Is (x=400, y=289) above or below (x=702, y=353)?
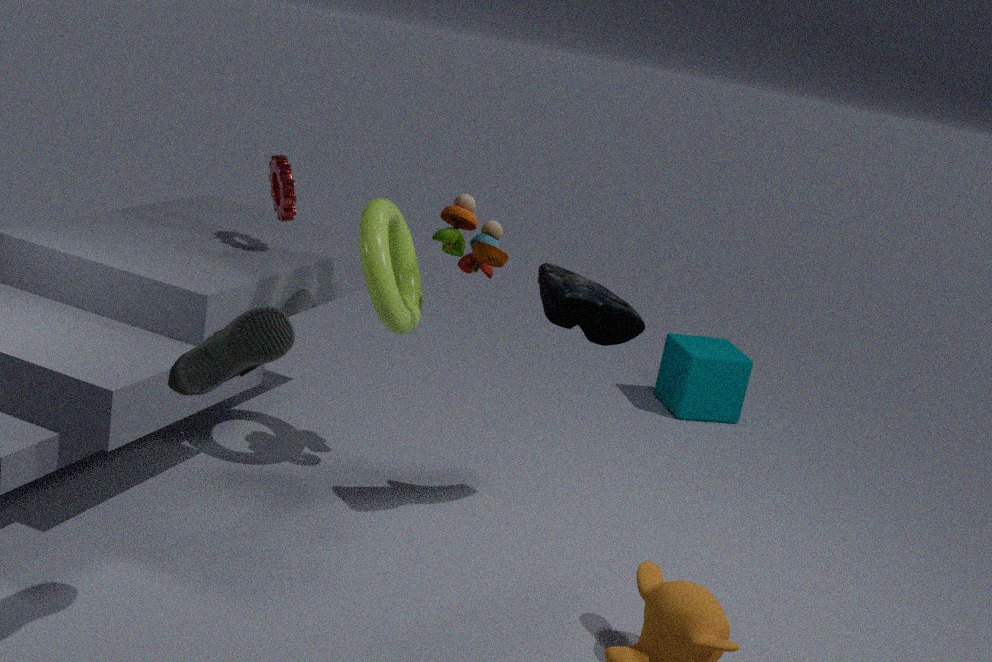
above
